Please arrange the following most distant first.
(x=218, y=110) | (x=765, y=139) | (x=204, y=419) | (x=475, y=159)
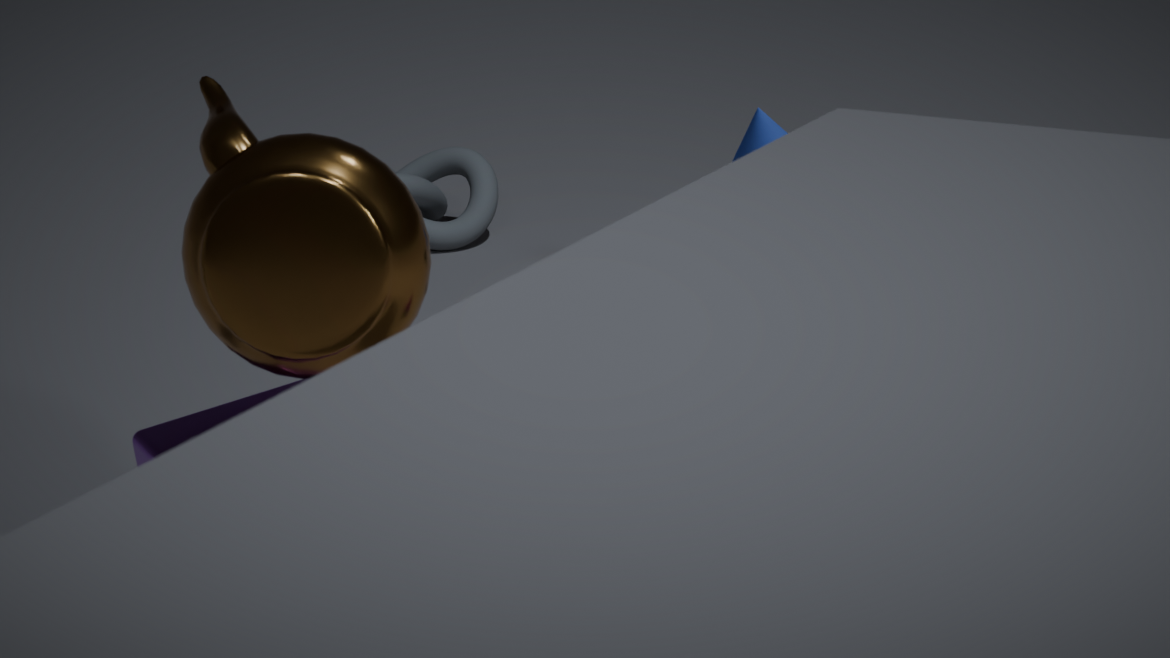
1. (x=475, y=159)
2. (x=765, y=139)
3. (x=204, y=419)
4. (x=218, y=110)
